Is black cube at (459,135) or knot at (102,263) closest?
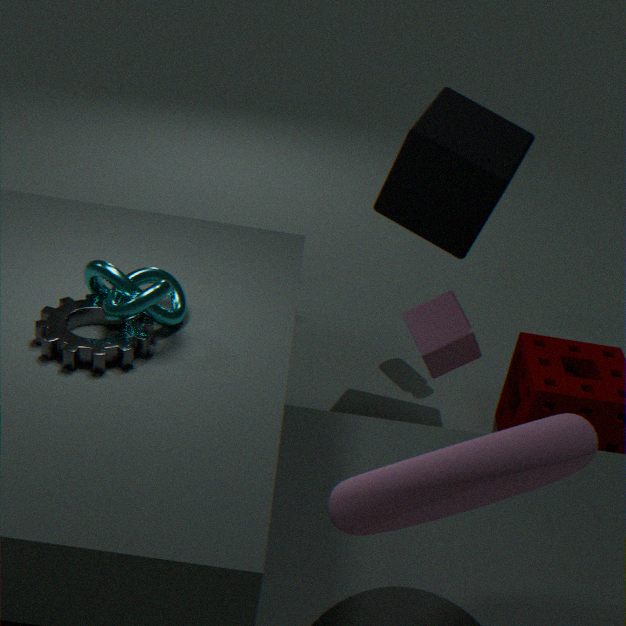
knot at (102,263)
